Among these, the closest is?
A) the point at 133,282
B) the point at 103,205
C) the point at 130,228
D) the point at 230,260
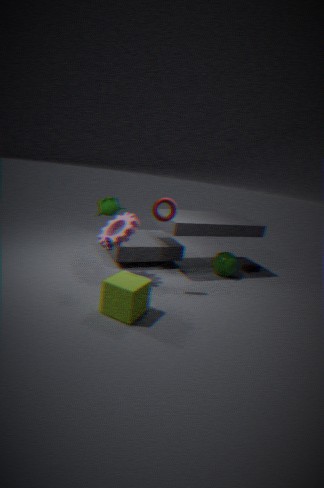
the point at 133,282
